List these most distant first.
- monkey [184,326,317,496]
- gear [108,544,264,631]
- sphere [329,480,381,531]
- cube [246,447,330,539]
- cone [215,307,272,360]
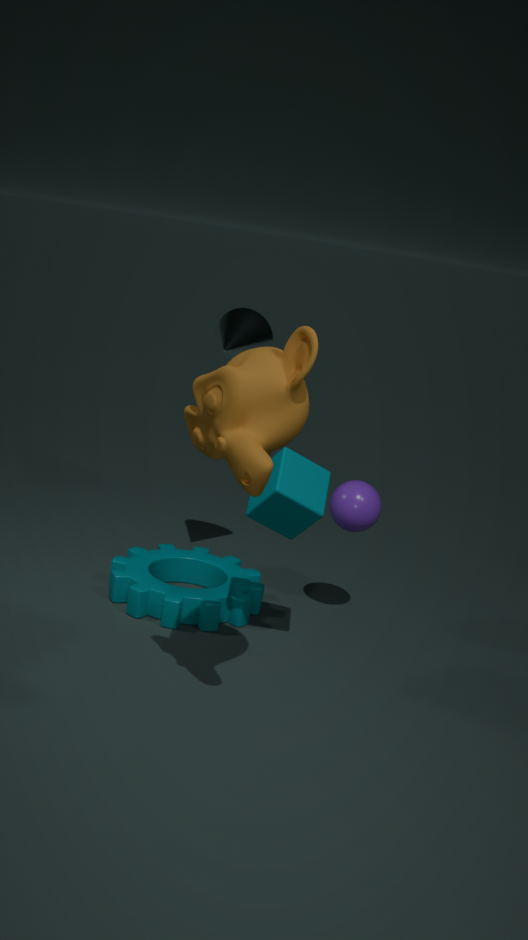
cone [215,307,272,360] → sphere [329,480,381,531] → gear [108,544,264,631] → cube [246,447,330,539] → monkey [184,326,317,496]
